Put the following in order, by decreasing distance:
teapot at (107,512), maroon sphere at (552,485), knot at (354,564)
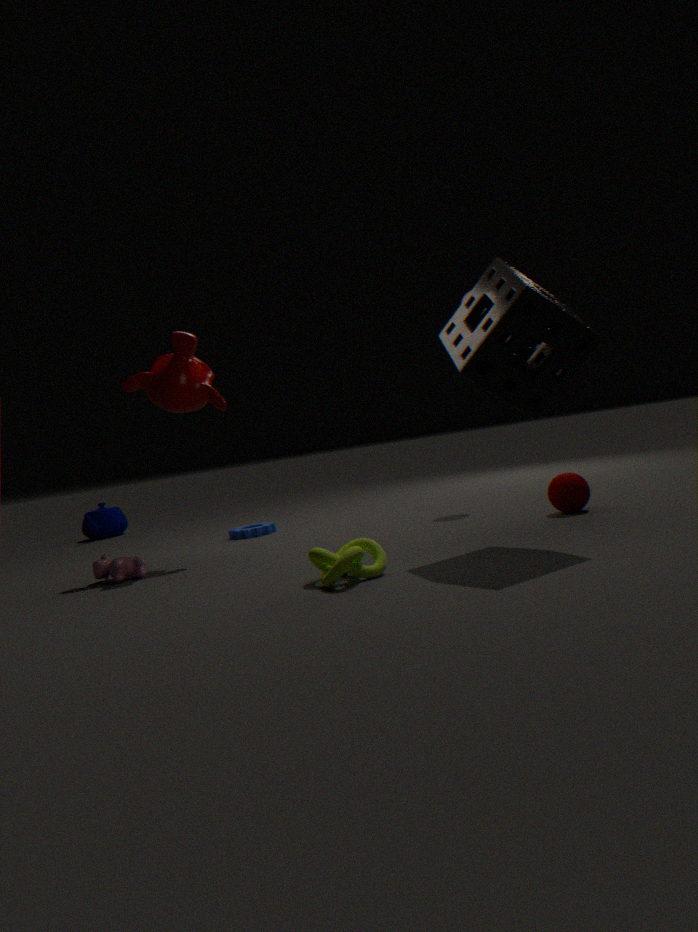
teapot at (107,512)
maroon sphere at (552,485)
knot at (354,564)
